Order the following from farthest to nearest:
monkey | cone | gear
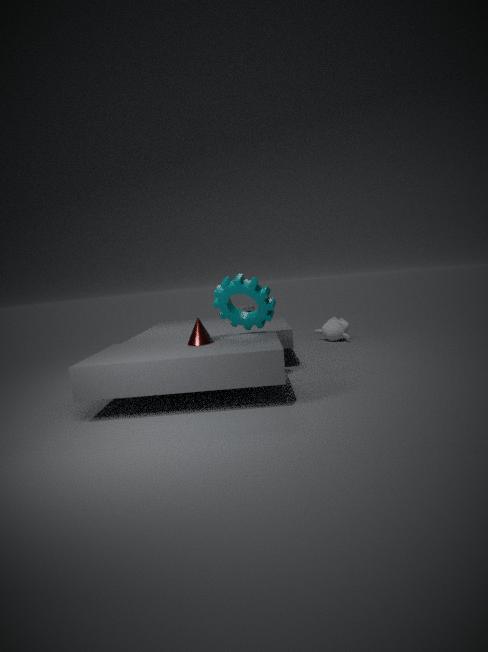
monkey < gear < cone
